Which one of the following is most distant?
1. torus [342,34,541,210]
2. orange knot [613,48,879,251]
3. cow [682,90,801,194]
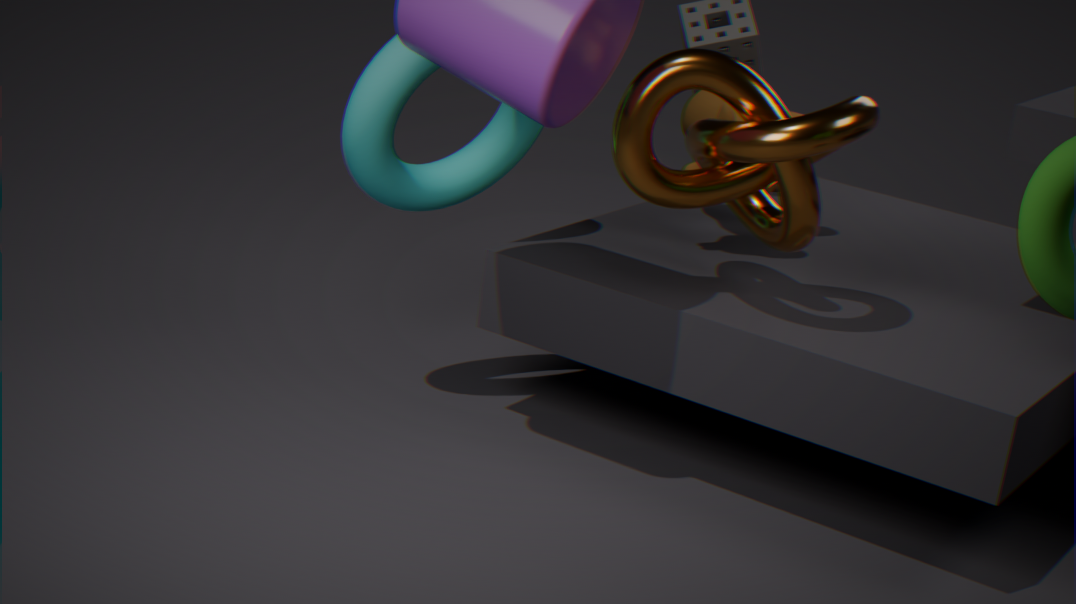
cow [682,90,801,194]
